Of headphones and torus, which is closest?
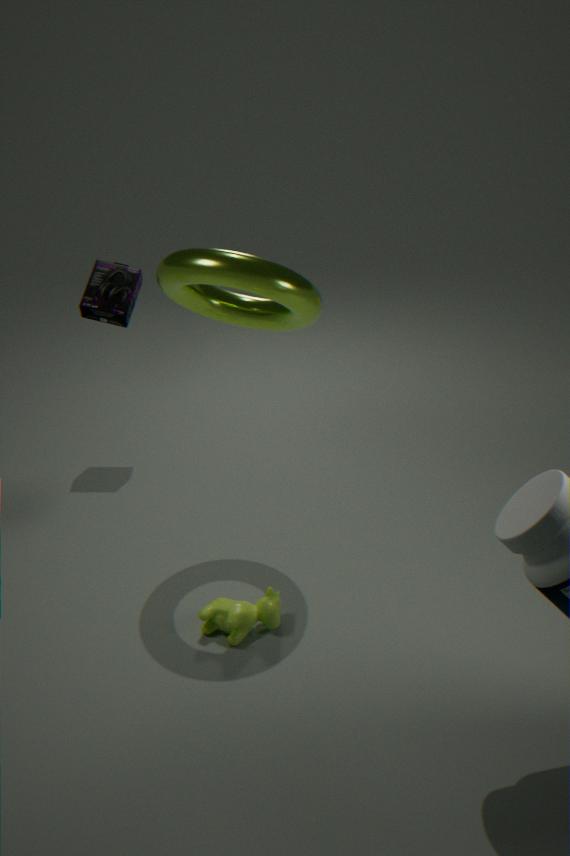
torus
